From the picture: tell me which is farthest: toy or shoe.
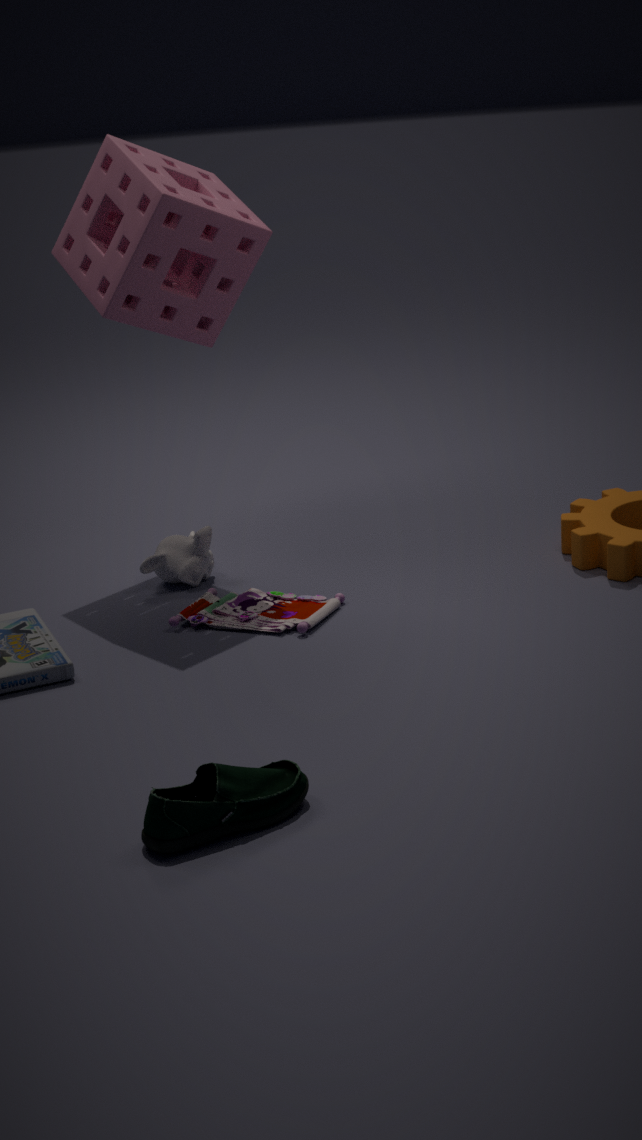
toy
